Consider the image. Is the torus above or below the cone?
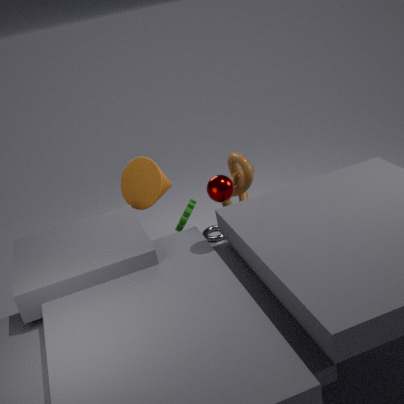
below
